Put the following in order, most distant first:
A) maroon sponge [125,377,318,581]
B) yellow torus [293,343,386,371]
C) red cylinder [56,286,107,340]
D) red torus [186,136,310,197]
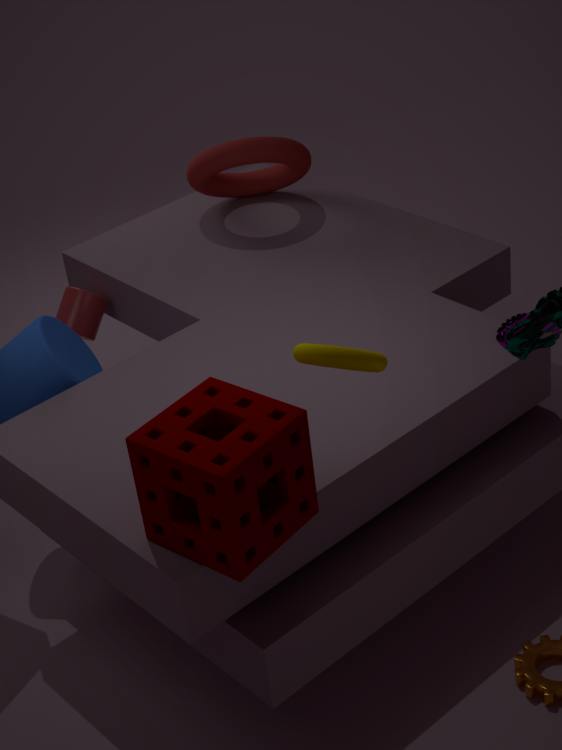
red torus [186,136,310,197]
red cylinder [56,286,107,340]
yellow torus [293,343,386,371]
maroon sponge [125,377,318,581]
